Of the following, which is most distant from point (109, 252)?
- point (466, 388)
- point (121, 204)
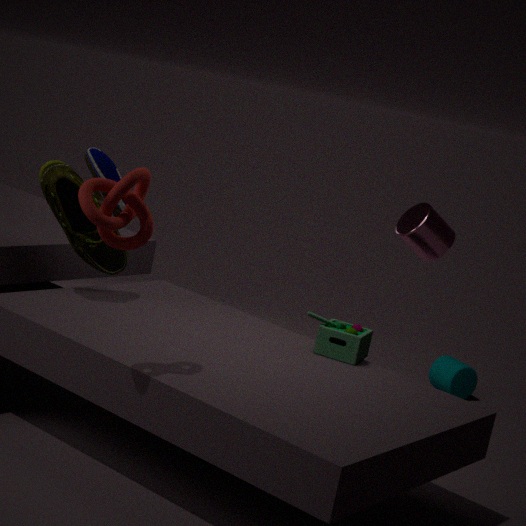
point (466, 388)
